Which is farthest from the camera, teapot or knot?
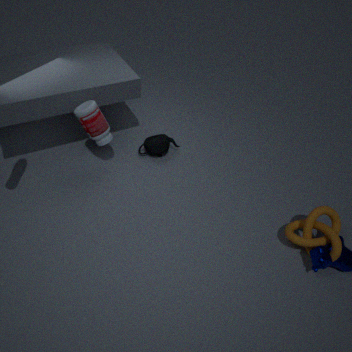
teapot
